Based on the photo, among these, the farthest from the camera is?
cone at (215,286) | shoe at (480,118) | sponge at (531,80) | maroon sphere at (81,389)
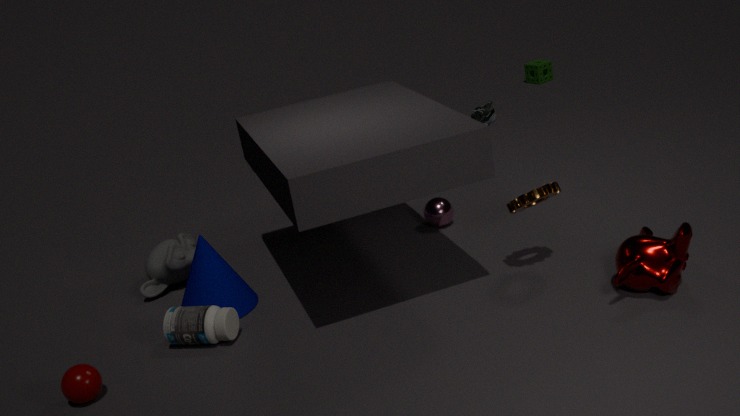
sponge at (531,80)
